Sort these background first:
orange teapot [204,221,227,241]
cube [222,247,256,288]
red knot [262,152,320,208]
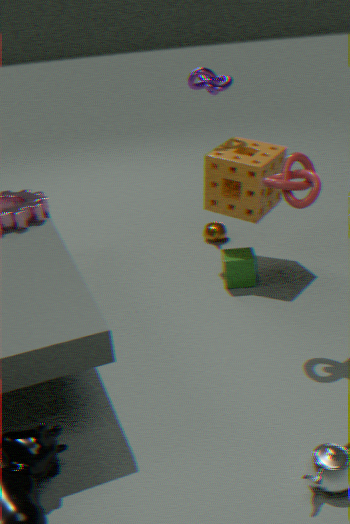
1. orange teapot [204,221,227,241]
2. cube [222,247,256,288]
3. red knot [262,152,320,208]
